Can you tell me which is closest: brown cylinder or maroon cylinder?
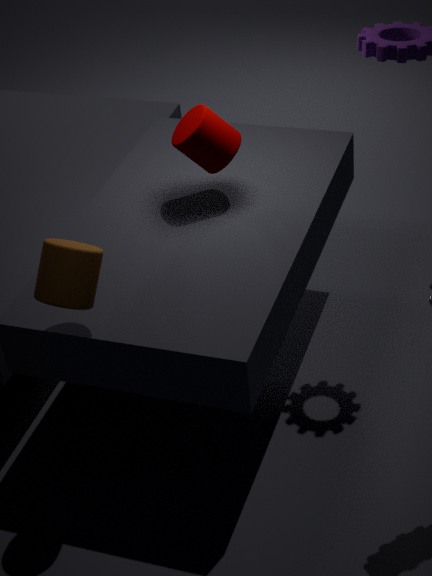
brown cylinder
